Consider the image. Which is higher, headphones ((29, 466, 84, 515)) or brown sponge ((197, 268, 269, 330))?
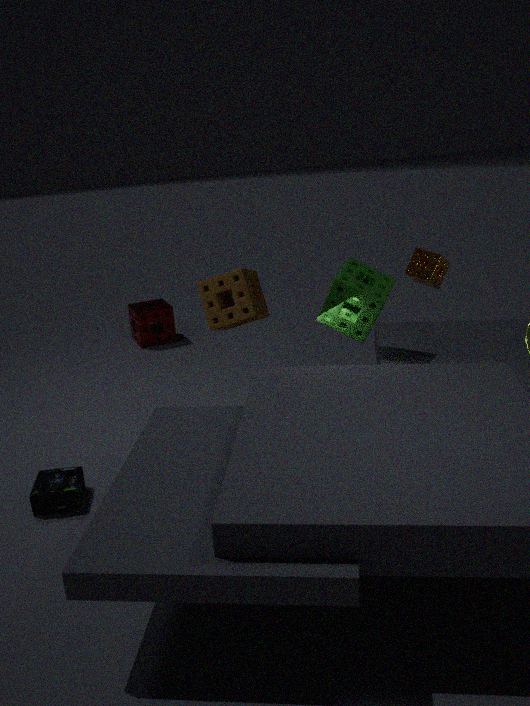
brown sponge ((197, 268, 269, 330))
